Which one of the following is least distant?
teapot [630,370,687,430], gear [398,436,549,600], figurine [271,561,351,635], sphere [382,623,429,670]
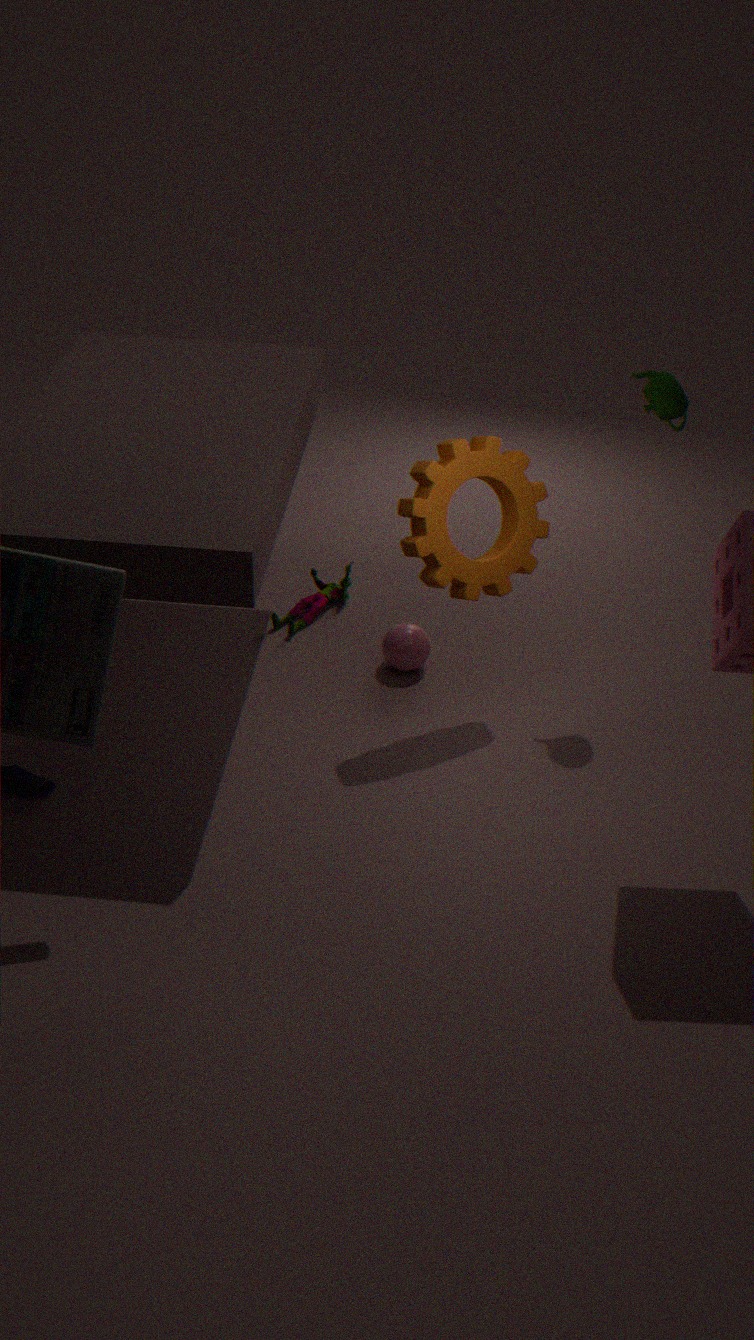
gear [398,436,549,600]
